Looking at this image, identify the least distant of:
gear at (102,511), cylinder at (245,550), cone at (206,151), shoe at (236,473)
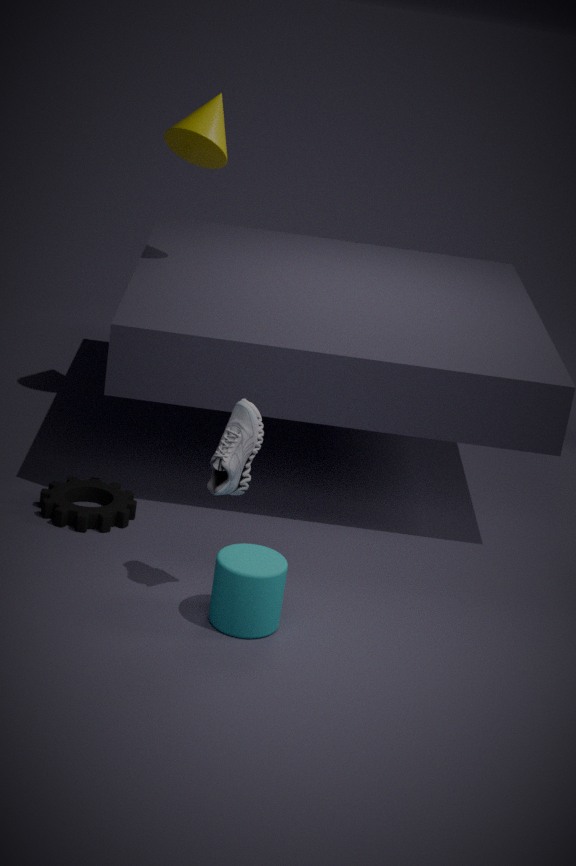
cylinder at (245,550)
